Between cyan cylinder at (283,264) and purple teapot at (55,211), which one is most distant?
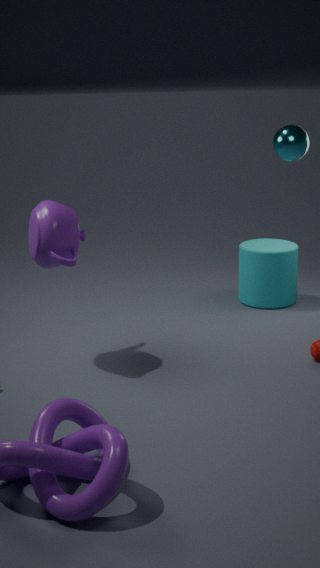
cyan cylinder at (283,264)
